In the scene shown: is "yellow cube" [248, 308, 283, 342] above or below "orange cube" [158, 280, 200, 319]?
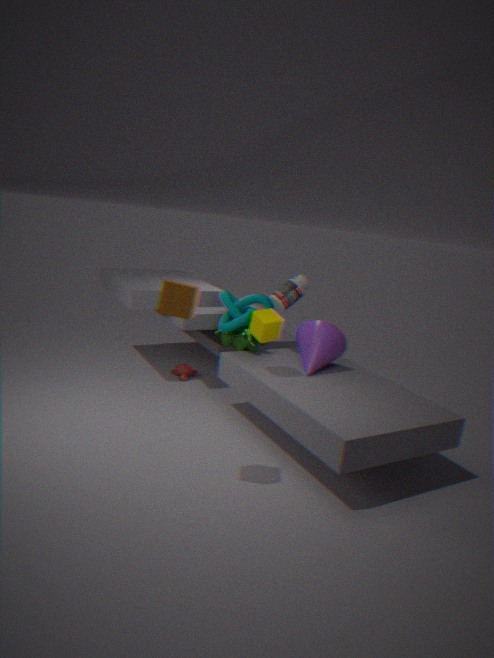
below
